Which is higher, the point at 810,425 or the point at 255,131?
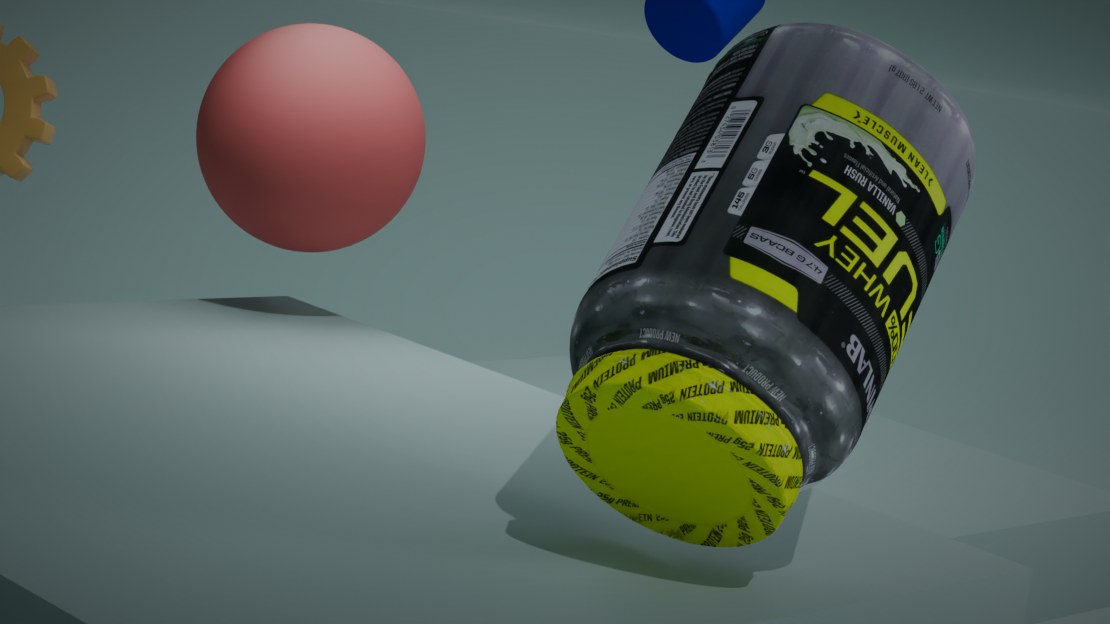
the point at 810,425
